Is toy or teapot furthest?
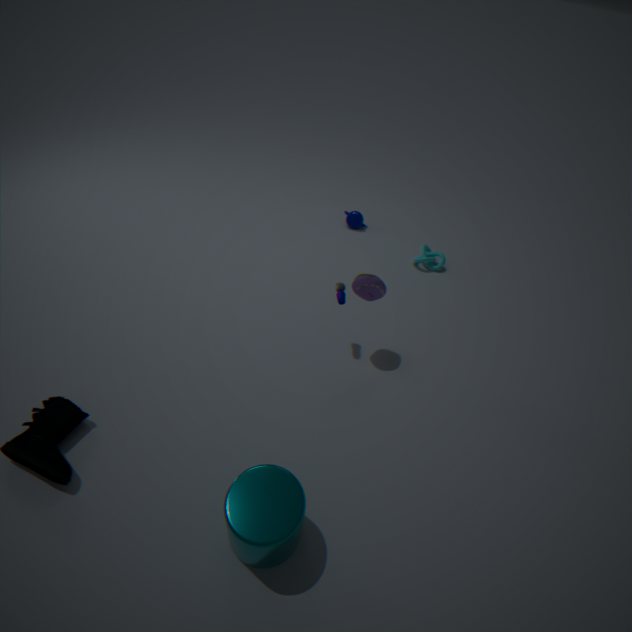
teapot
